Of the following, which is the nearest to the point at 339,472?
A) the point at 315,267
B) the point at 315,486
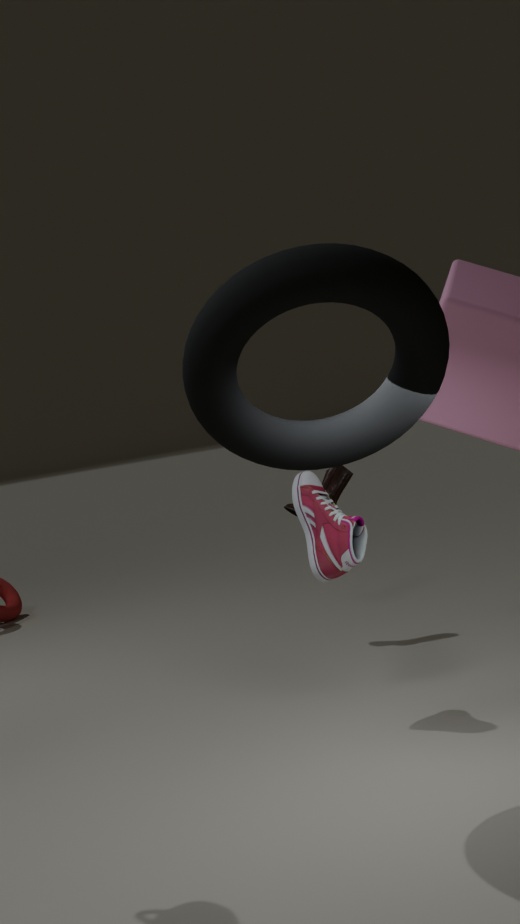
the point at 315,486
